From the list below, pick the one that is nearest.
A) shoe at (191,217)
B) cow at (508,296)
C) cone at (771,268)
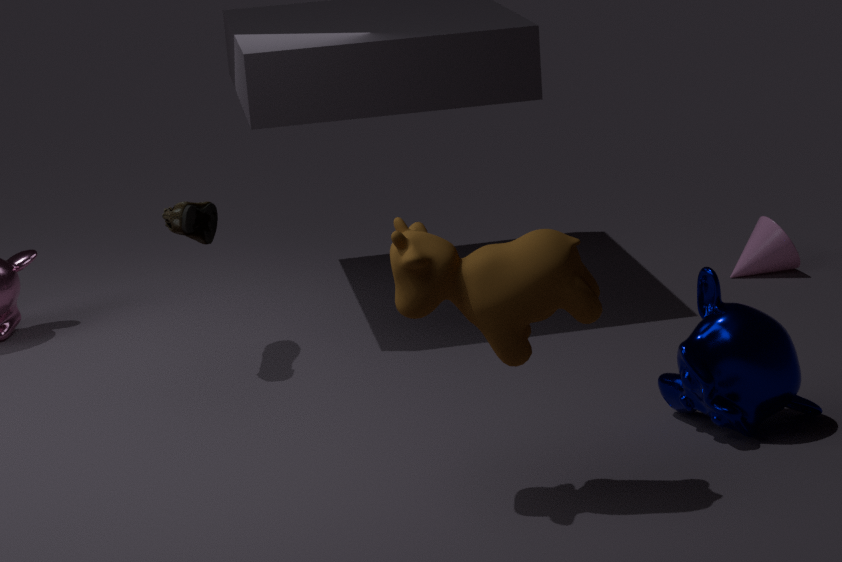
B. cow at (508,296)
